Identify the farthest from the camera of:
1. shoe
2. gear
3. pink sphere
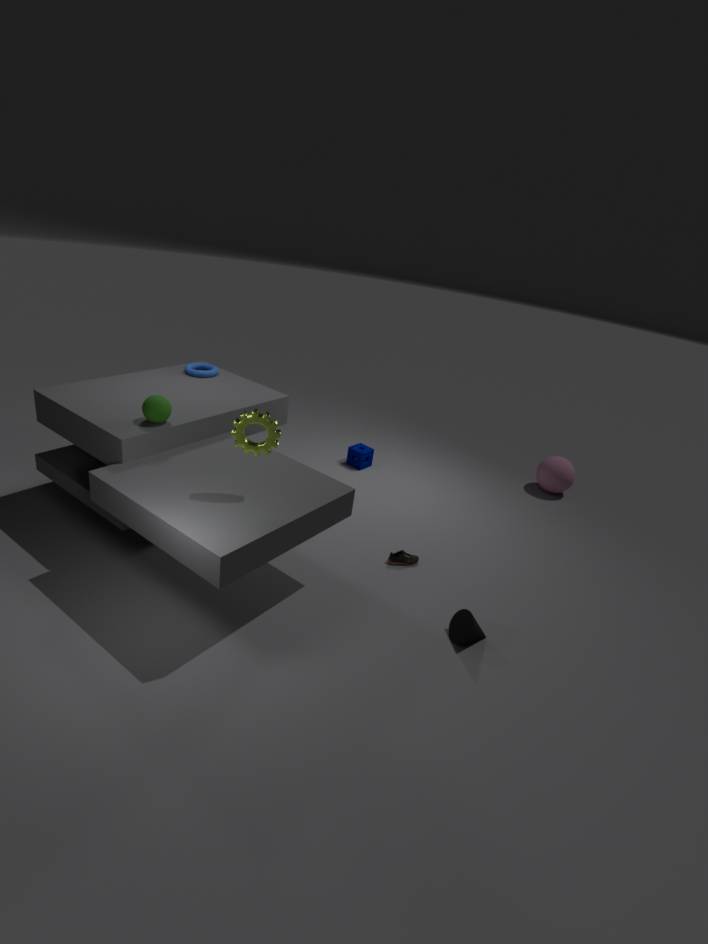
pink sphere
